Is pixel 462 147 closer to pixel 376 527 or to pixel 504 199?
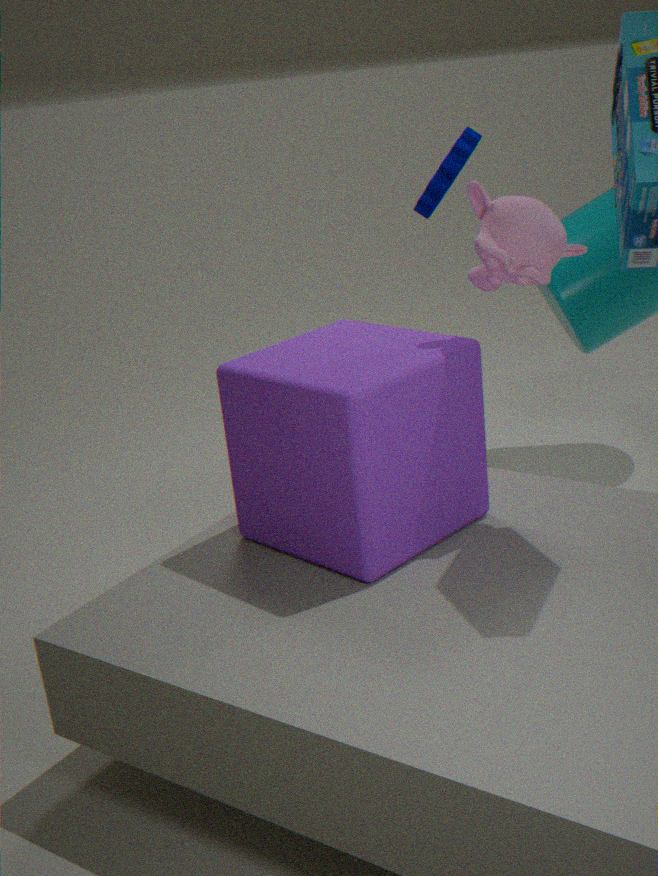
pixel 504 199
